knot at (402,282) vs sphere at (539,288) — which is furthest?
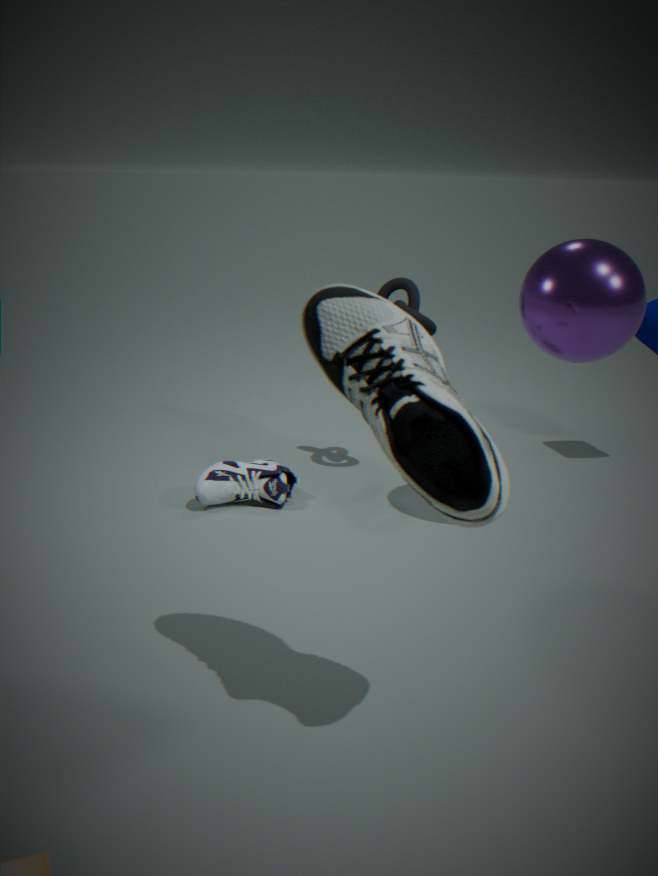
knot at (402,282)
